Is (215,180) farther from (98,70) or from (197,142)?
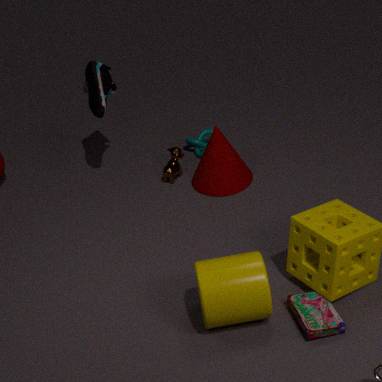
(98,70)
